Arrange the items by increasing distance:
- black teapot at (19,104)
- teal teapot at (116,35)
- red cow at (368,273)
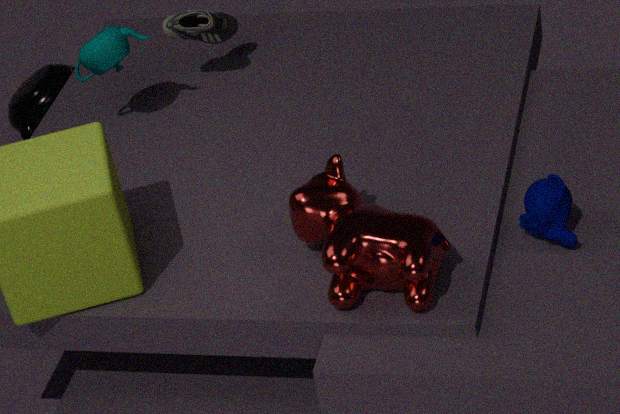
red cow at (368,273)
teal teapot at (116,35)
black teapot at (19,104)
